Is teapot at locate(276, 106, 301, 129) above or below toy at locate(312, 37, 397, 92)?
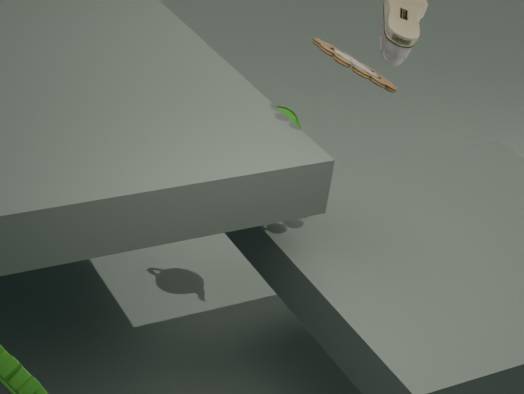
below
